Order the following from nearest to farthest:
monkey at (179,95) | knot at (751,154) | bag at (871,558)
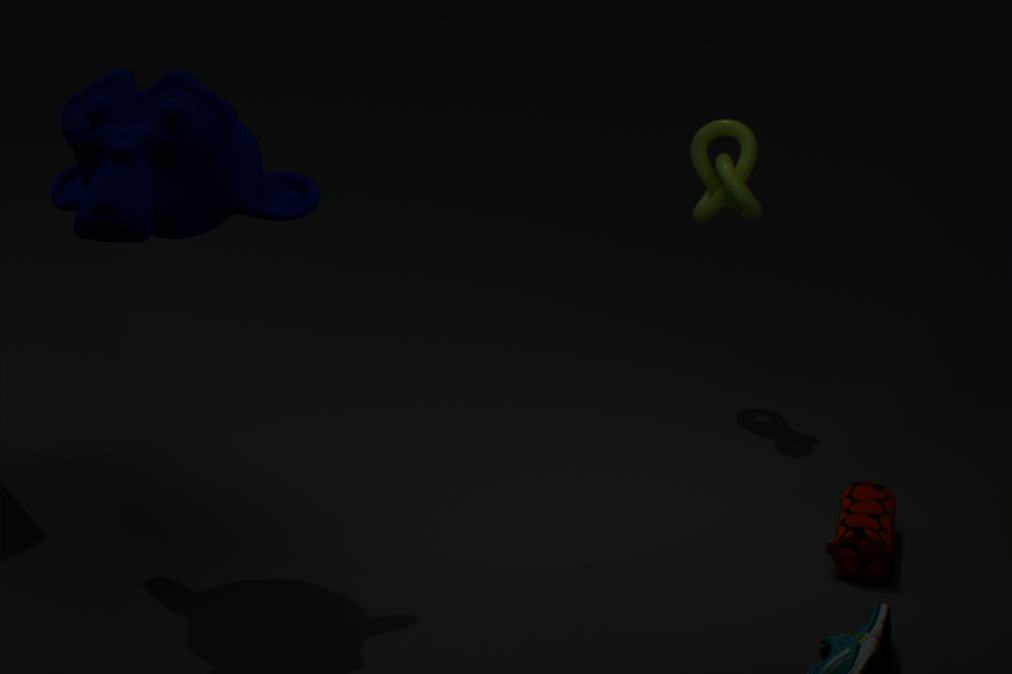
monkey at (179,95), bag at (871,558), knot at (751,154)
